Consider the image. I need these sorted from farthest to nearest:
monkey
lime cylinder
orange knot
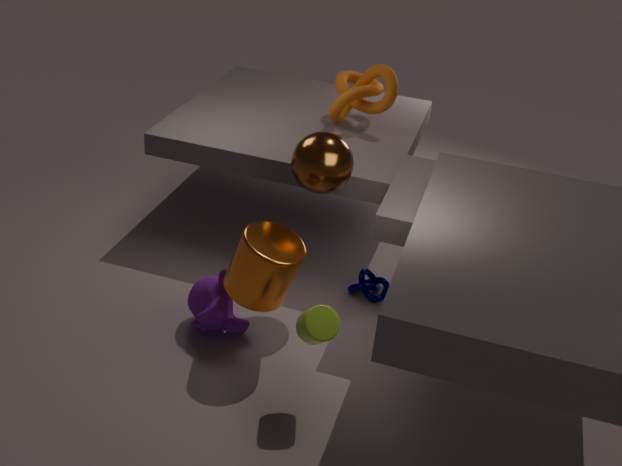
orange knot, monkey, lime cylinder
